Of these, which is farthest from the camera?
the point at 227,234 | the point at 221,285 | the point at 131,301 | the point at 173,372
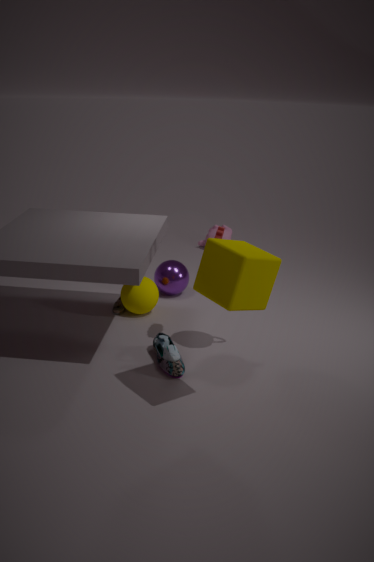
the point at 227,234
